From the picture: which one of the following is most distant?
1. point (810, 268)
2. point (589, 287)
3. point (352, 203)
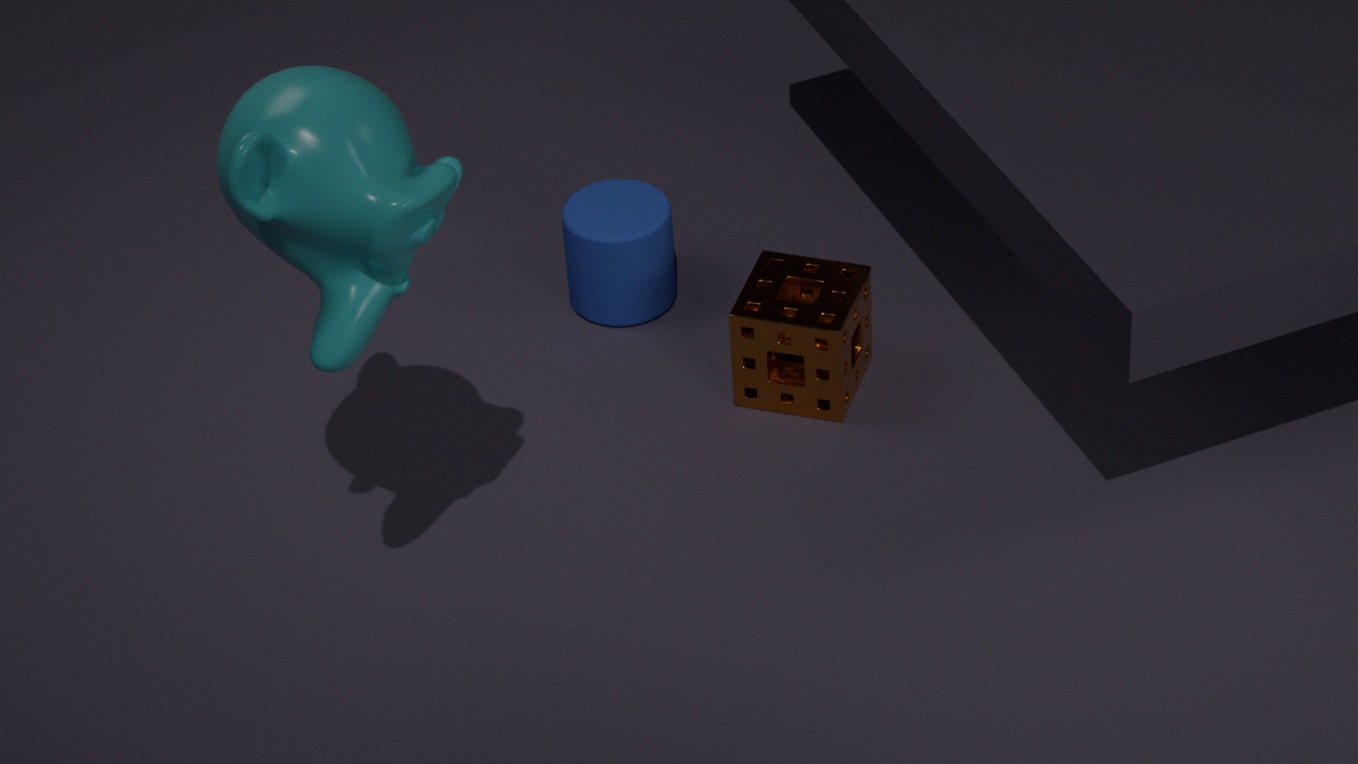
point (589, 287)
